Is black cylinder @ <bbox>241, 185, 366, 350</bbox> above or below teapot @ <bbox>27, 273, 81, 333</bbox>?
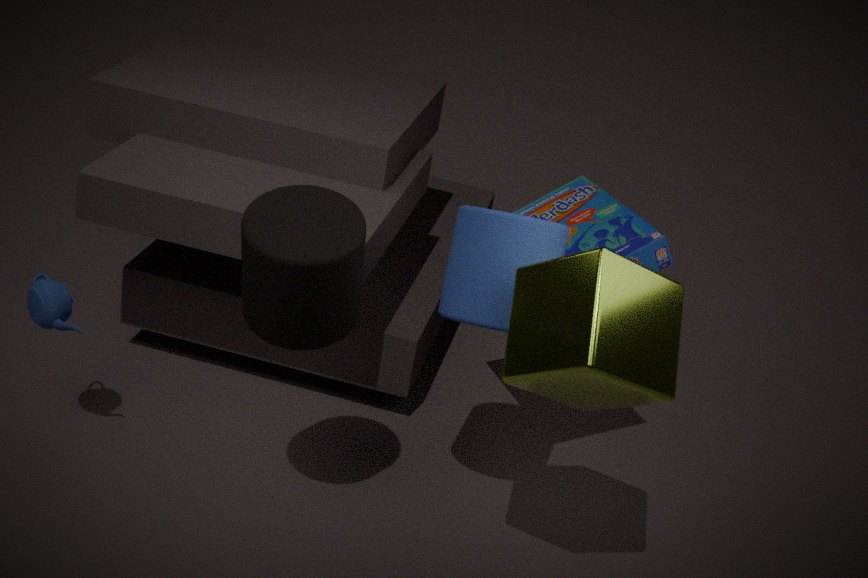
above
